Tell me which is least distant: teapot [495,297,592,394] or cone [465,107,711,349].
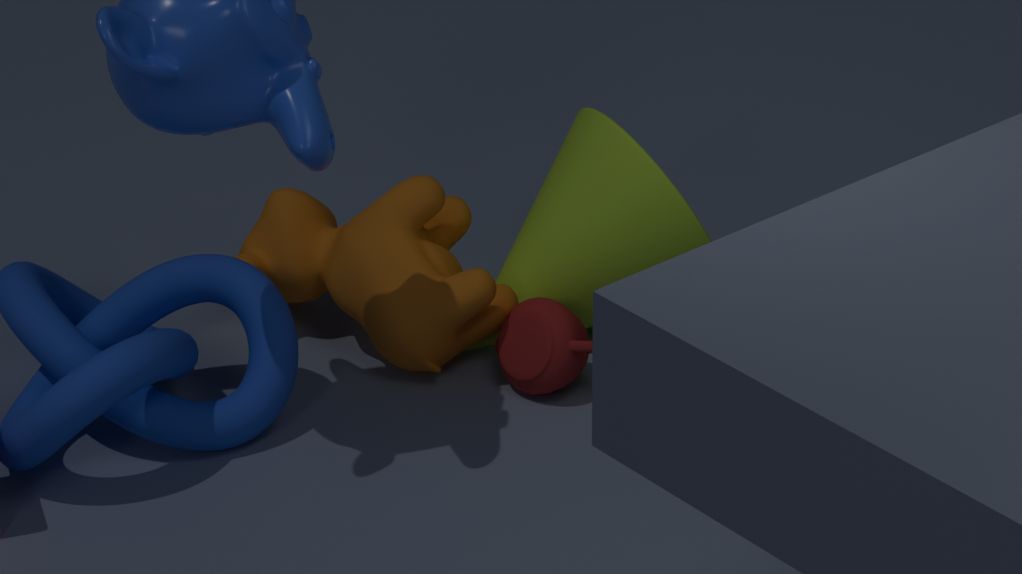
teapot [495,297,592,394]
